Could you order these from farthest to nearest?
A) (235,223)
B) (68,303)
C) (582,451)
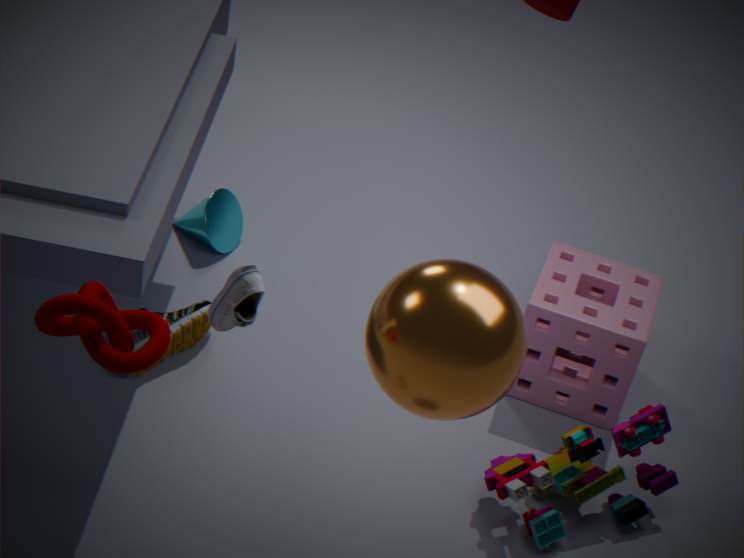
(235,223) → (582,451) → (68,303)
